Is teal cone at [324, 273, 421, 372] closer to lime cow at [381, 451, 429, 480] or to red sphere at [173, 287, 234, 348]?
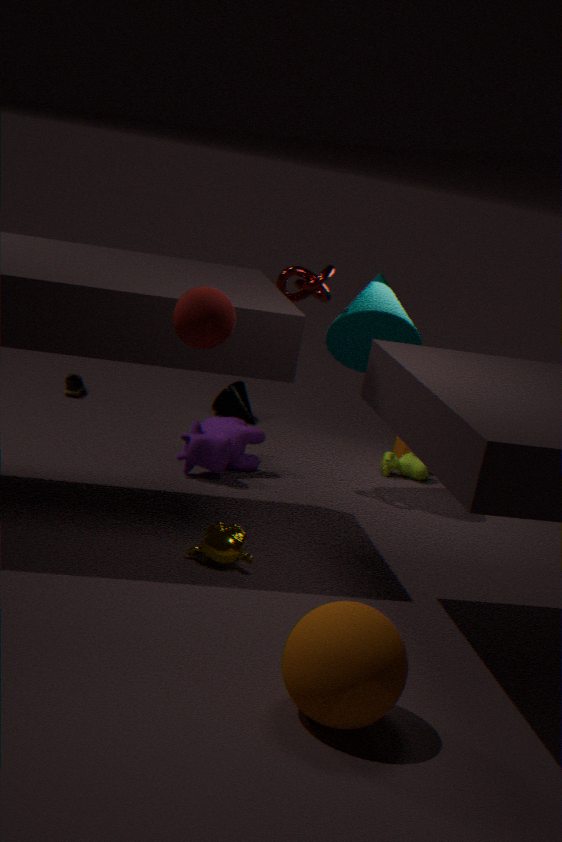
lime cow at [381, 451, 429, 480]
